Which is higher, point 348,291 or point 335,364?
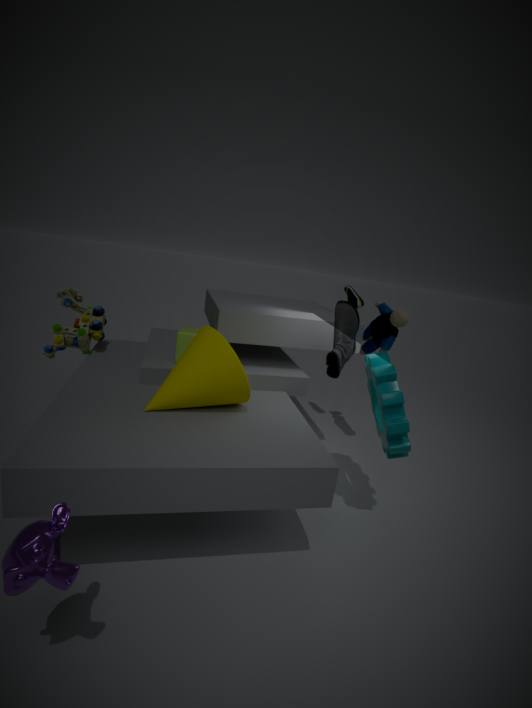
point 348,291
